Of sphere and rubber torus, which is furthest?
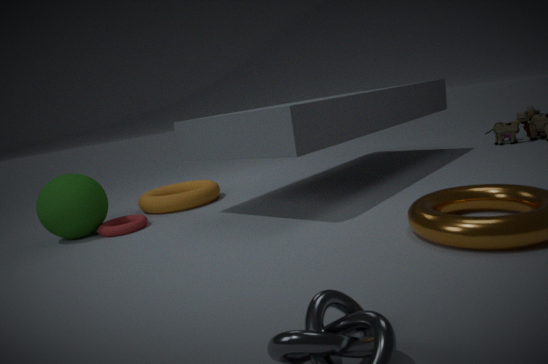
rubber torus
